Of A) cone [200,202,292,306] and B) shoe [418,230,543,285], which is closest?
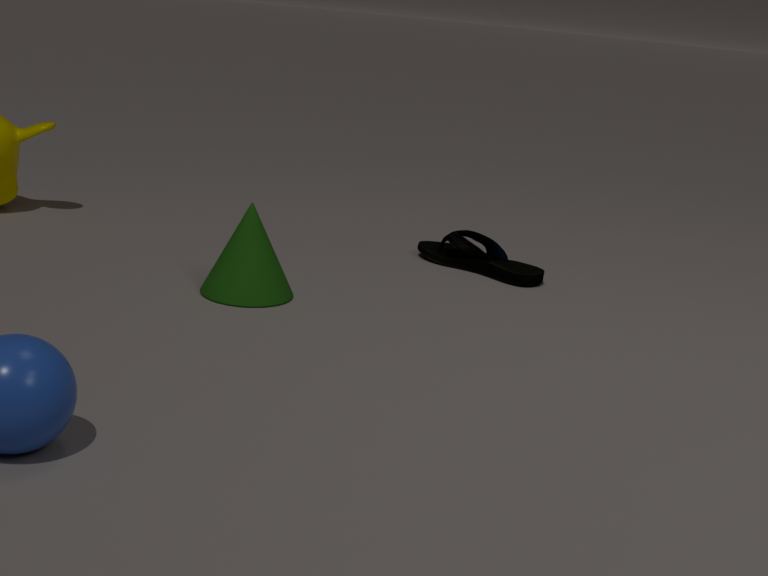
A. cone [200,202,292,306]
